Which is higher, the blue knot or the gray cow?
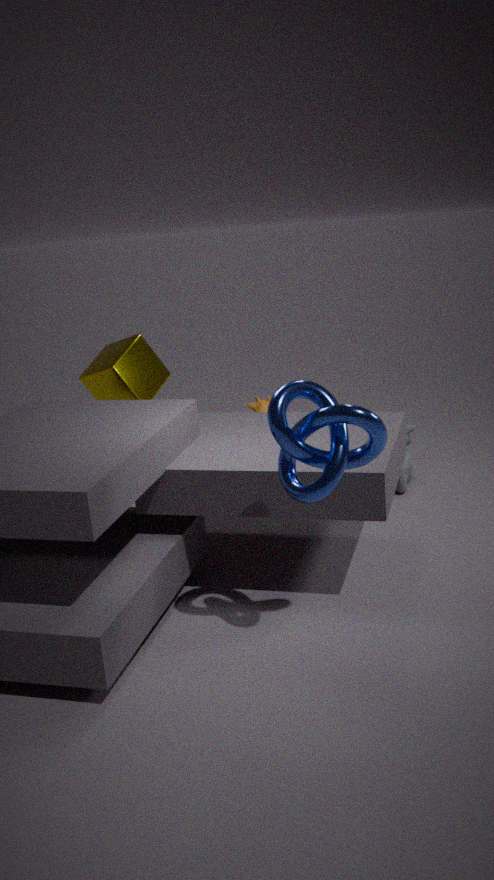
the blue knot
